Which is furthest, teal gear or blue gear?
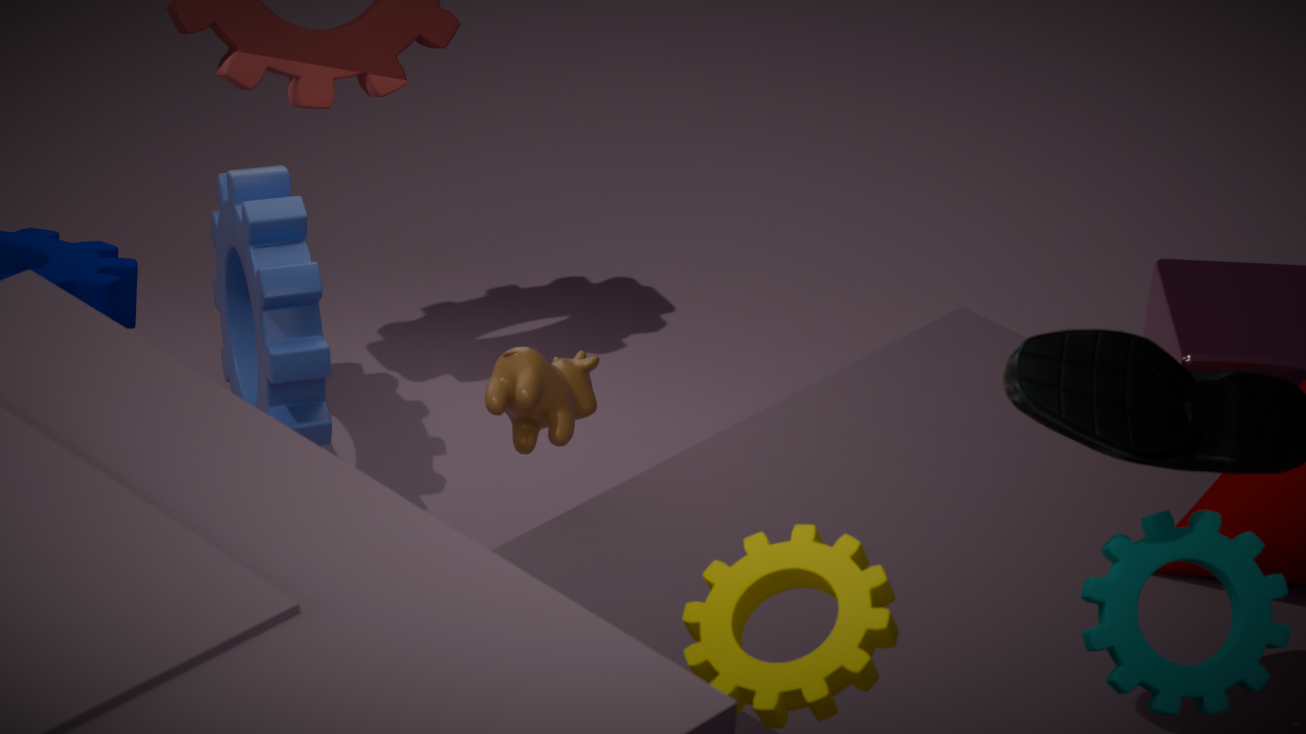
blue gear
